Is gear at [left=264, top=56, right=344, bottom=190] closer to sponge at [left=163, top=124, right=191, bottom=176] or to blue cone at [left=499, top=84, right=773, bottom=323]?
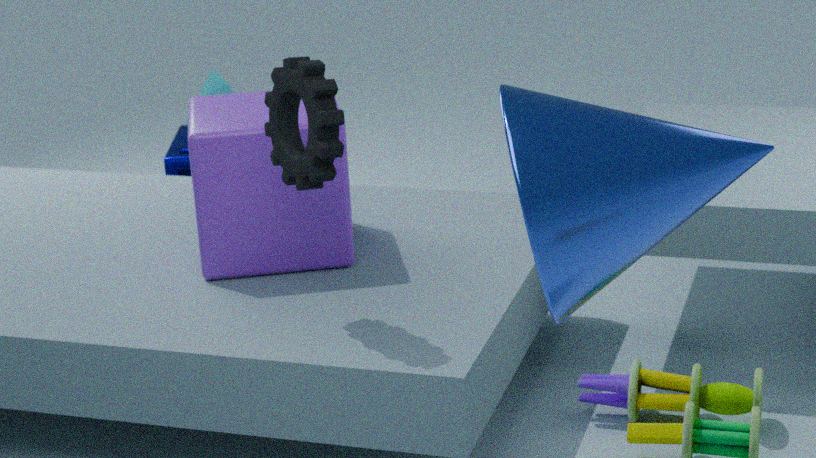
blue cone at [left=499, top=84, right=773, bottom=323]
